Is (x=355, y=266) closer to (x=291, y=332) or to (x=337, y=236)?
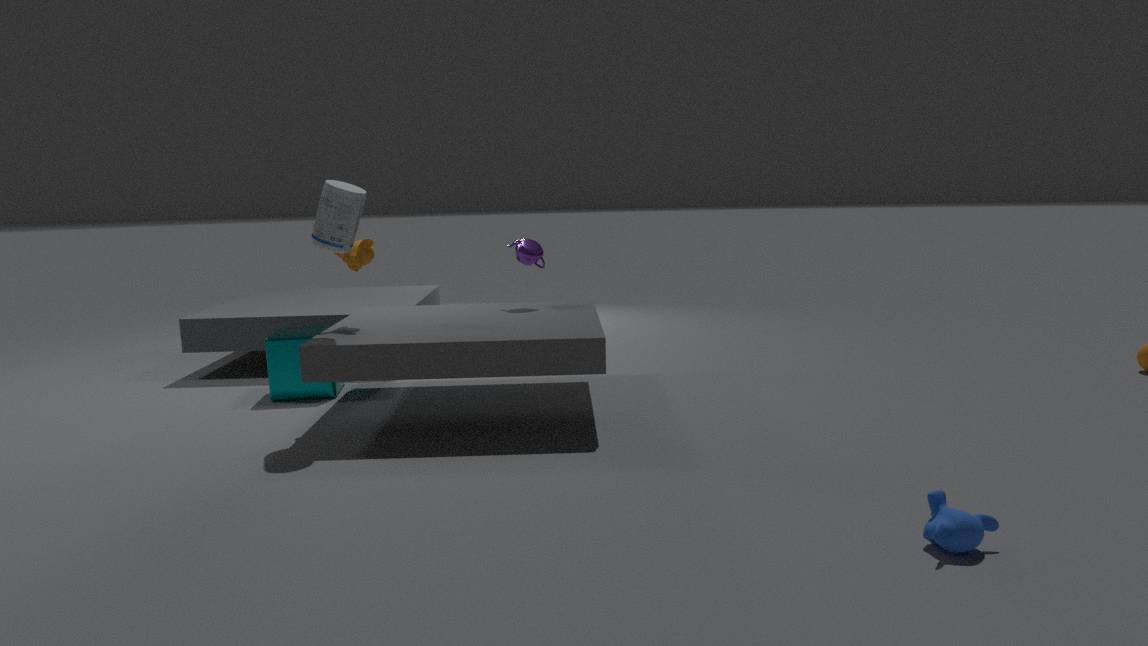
(x=337, y=236)
